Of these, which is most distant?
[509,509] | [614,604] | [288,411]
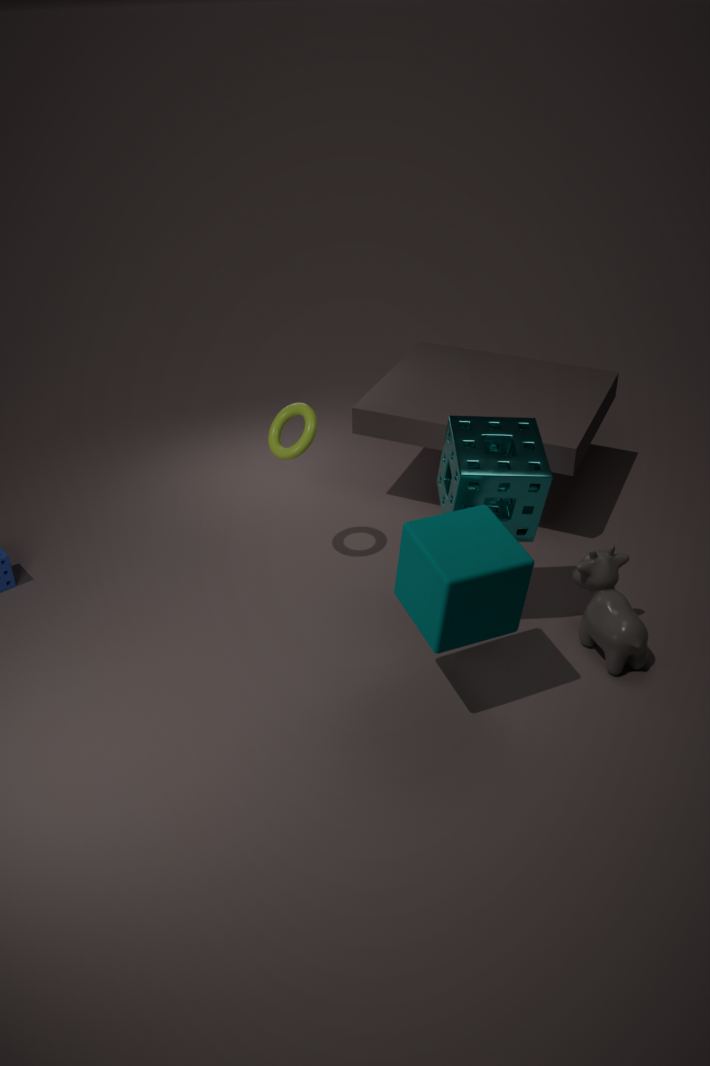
[288,411]
